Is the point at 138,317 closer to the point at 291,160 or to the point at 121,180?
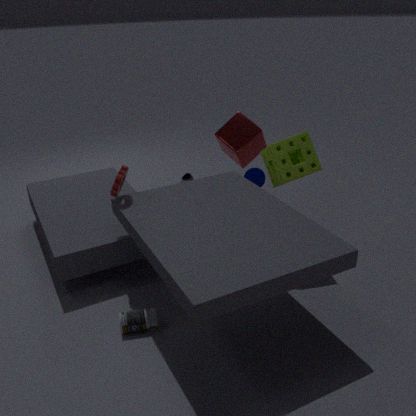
the point at 121,180
